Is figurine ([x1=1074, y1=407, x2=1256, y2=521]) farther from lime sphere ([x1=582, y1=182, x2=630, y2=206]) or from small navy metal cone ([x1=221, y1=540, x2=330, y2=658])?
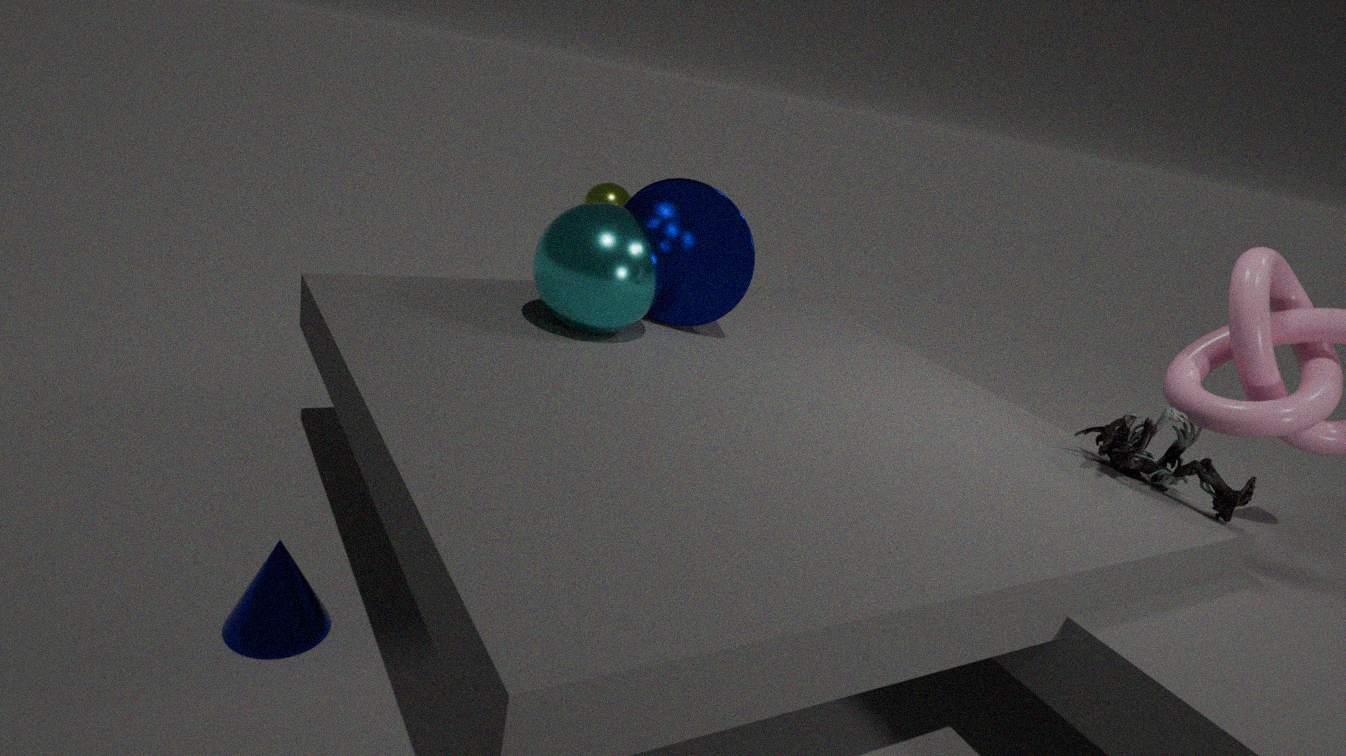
lime sphere ([x1=582, y1=182, x2=630, y2=206])
